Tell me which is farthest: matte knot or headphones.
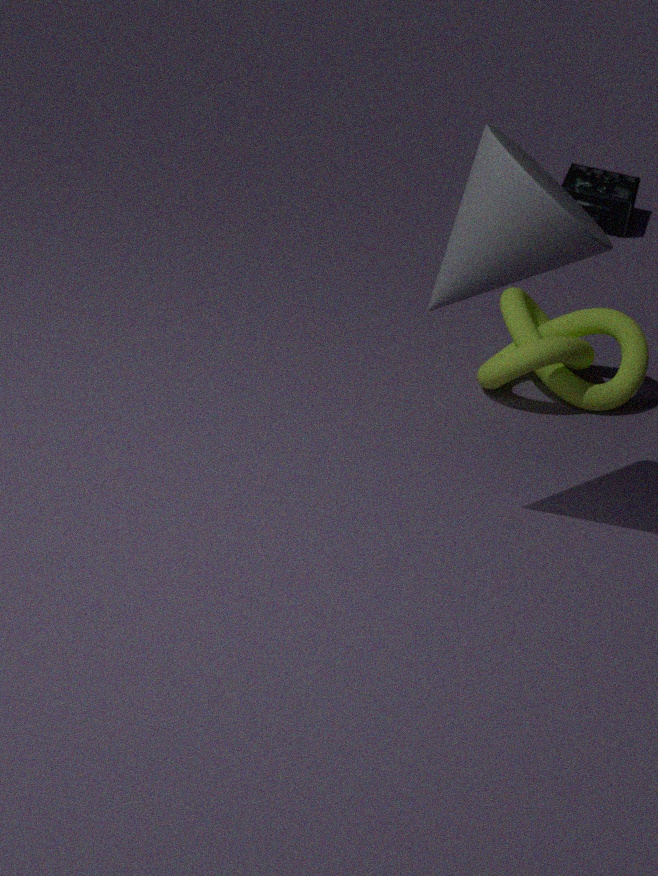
headphones
